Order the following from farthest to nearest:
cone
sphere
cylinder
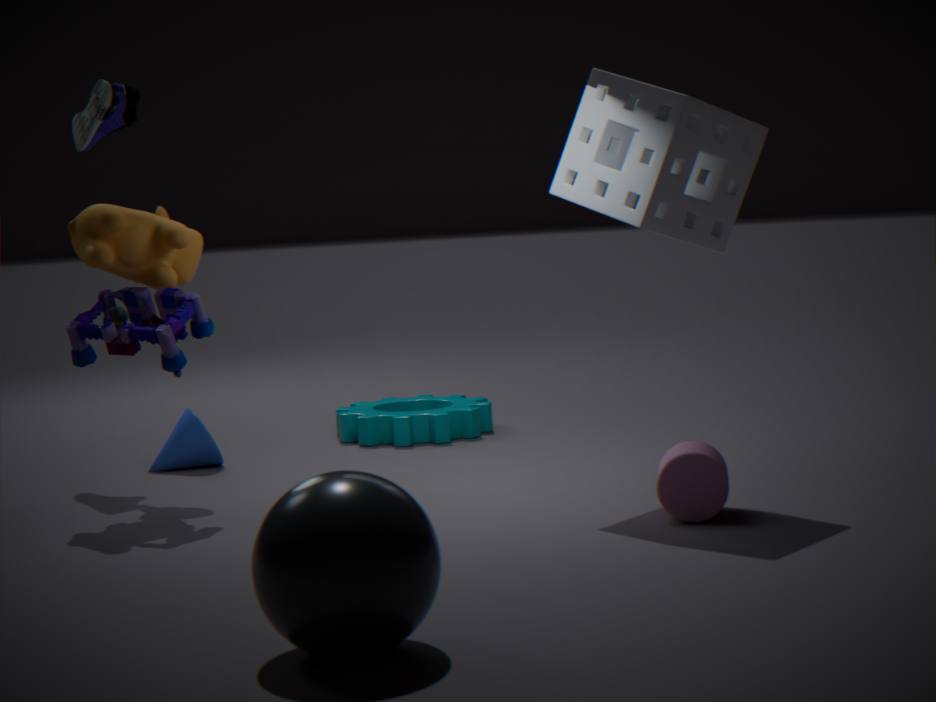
A: cone < cylinder < sphere
